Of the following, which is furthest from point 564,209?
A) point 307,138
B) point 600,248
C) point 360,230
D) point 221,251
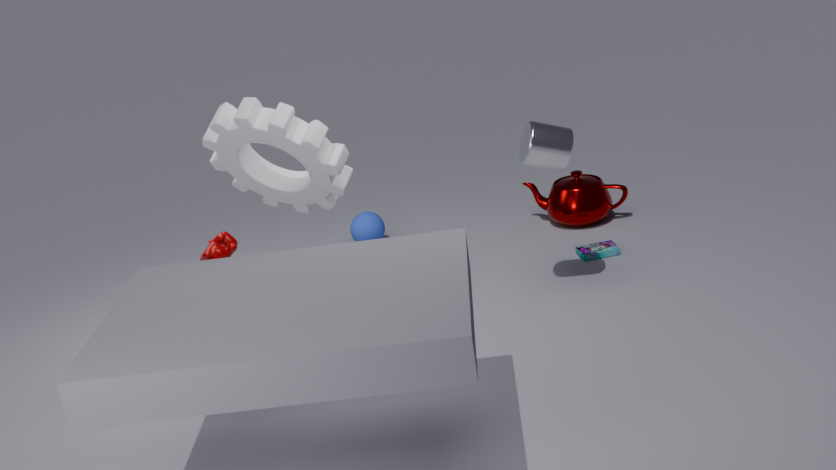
point 307,138
